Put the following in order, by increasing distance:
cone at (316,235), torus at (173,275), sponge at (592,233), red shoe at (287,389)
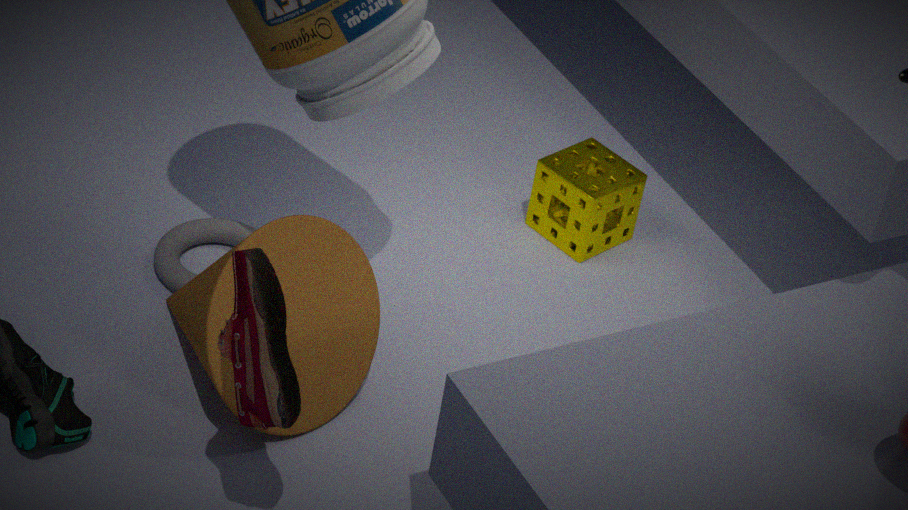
red shoe at (287,389), cone at (316,235), torus at (173,275), sponge at (592,233)
